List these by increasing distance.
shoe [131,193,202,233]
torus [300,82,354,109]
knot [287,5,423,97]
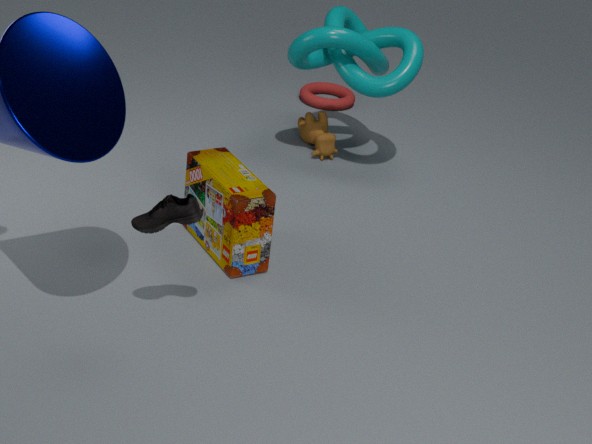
shoe [131,193,202,233], knot [287,5,423,97], torus [300,82,354,109]
